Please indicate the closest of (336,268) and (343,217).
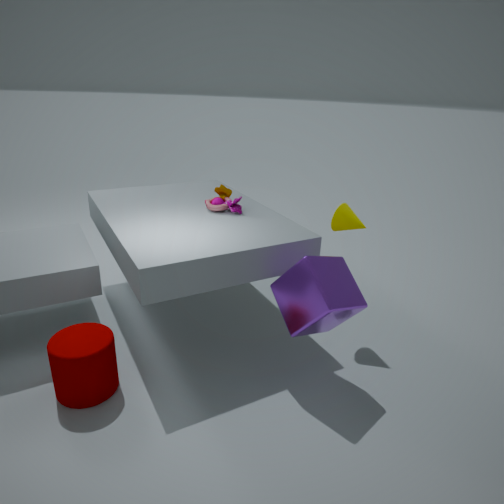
(336,268)
